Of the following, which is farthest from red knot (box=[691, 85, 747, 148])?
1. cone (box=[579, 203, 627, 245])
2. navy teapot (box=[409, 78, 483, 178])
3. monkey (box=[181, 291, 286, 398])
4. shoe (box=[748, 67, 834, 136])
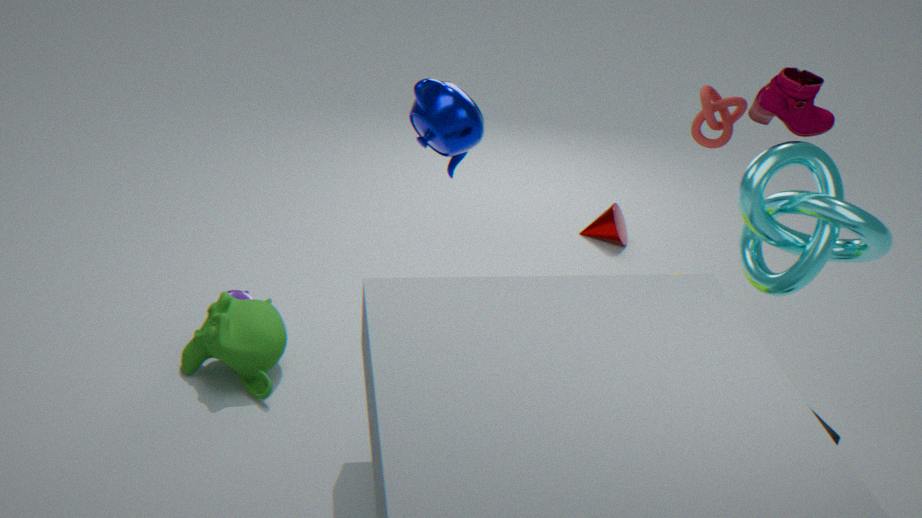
monkey (box=[181, 291, 286, 398])
